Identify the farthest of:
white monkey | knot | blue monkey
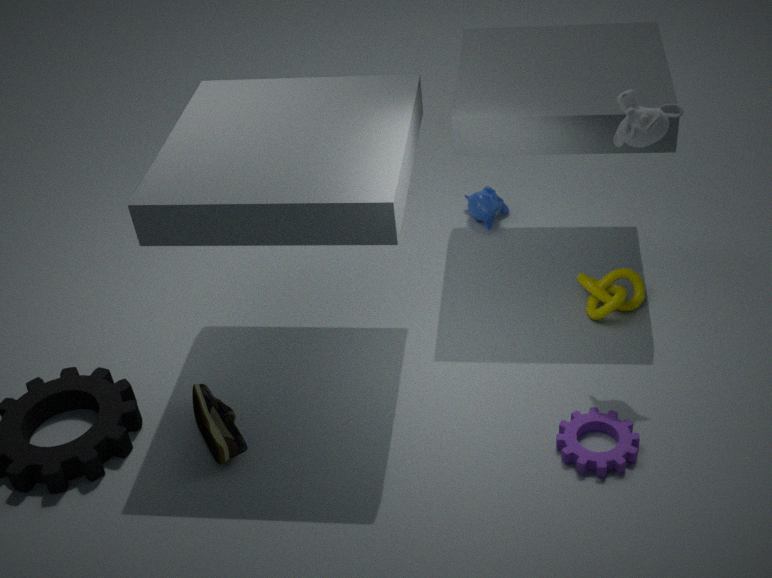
blue monkey
